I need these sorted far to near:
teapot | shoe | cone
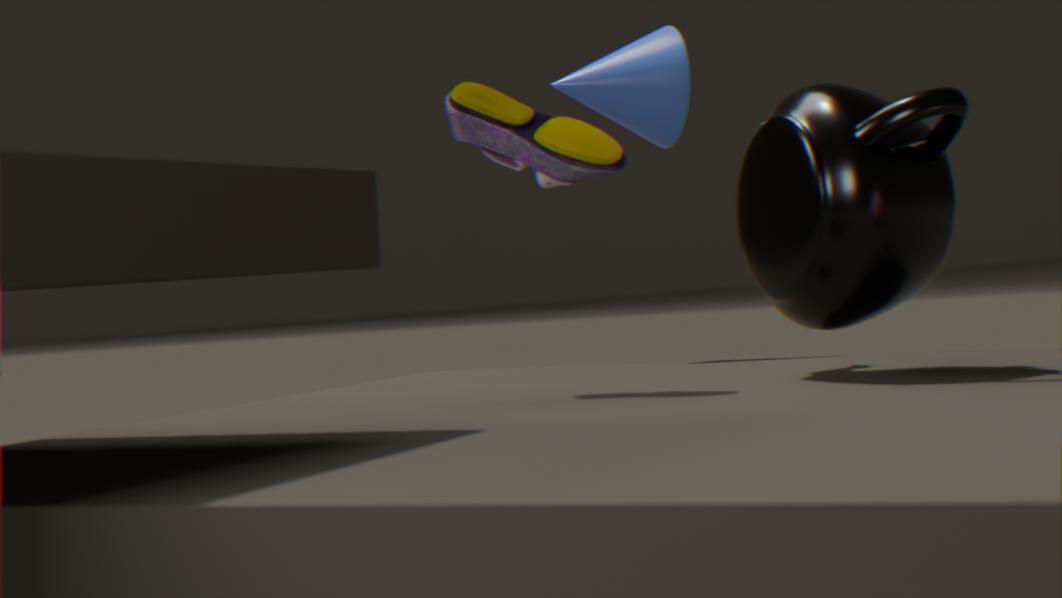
cone → shoe → teapot
